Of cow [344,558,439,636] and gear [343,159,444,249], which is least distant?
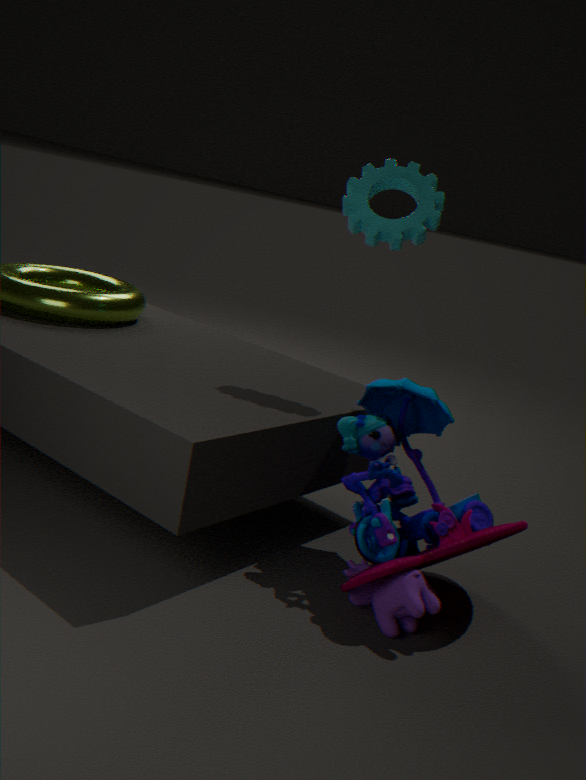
cow [344,558,439,636]
